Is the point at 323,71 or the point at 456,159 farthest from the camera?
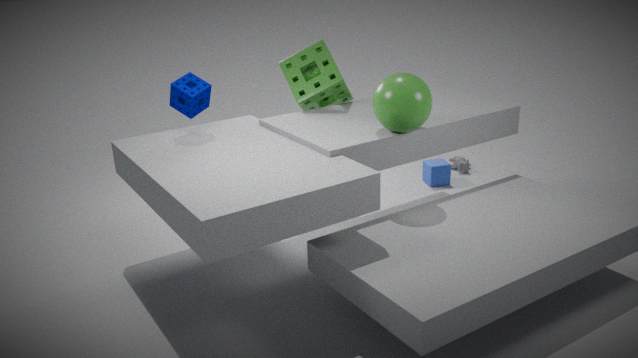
the point at 456,159
